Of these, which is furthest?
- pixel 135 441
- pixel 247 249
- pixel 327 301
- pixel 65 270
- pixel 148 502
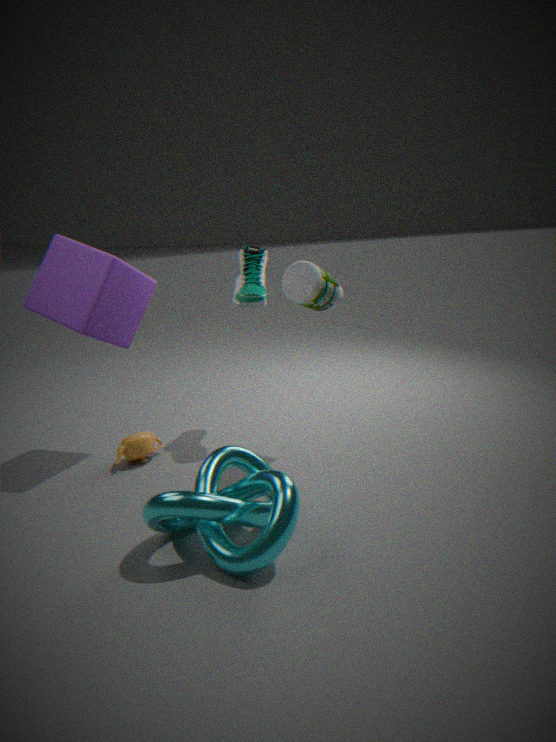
pixel 247 249
